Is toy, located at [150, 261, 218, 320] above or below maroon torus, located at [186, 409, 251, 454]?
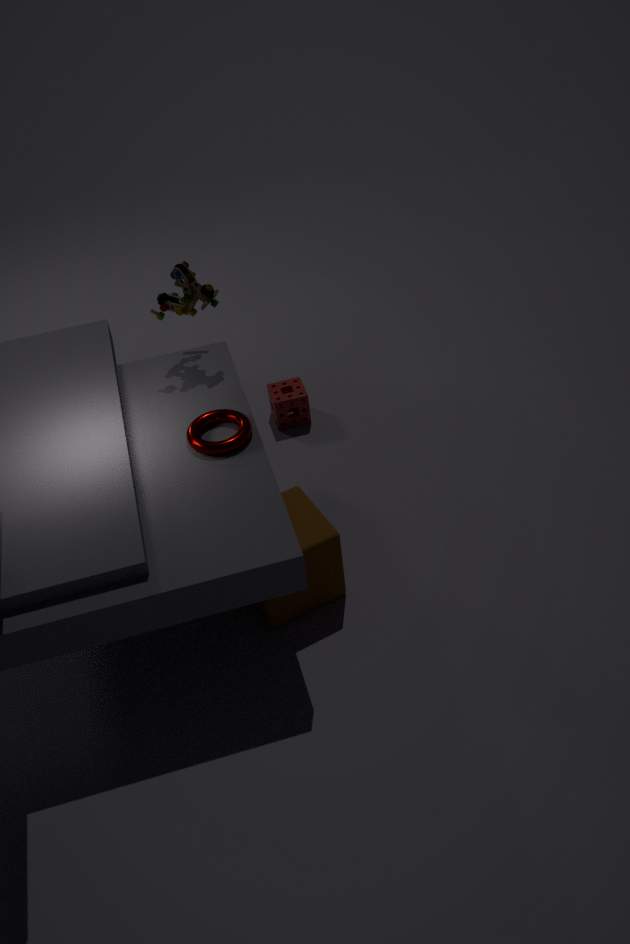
above
